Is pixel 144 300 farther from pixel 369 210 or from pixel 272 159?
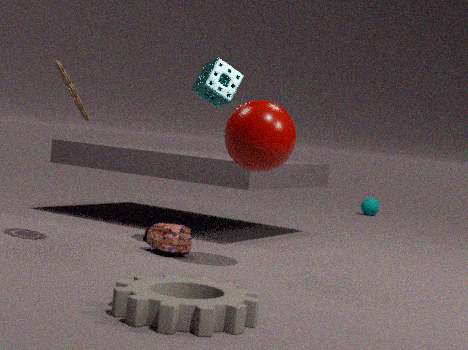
pixel 369 210
